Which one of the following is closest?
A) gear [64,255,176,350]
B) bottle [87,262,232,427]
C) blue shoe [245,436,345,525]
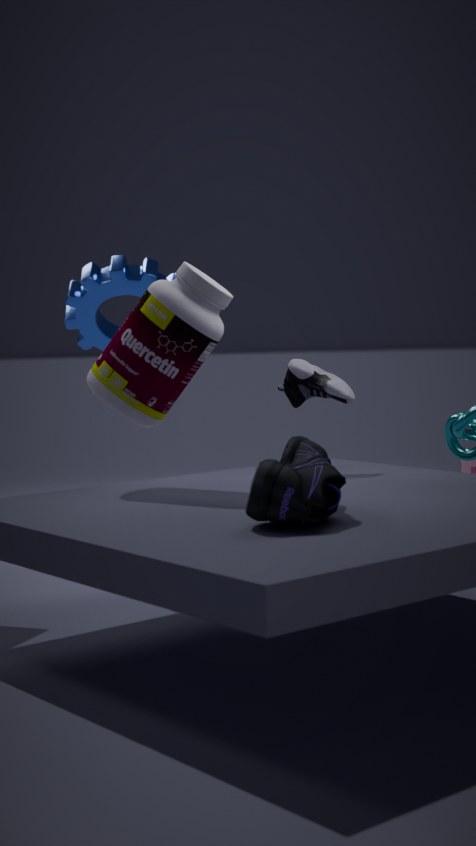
blue shoe [245,436,345,525]
